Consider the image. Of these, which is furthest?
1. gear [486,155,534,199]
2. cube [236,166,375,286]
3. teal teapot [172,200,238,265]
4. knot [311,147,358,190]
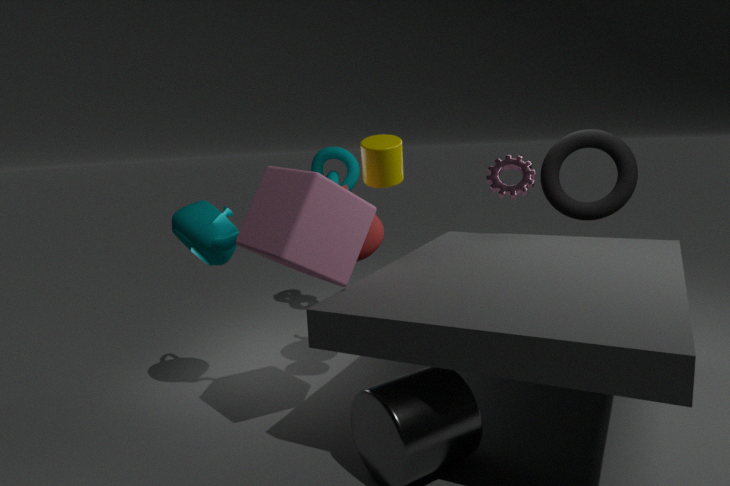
knot [311,147,358,190]
